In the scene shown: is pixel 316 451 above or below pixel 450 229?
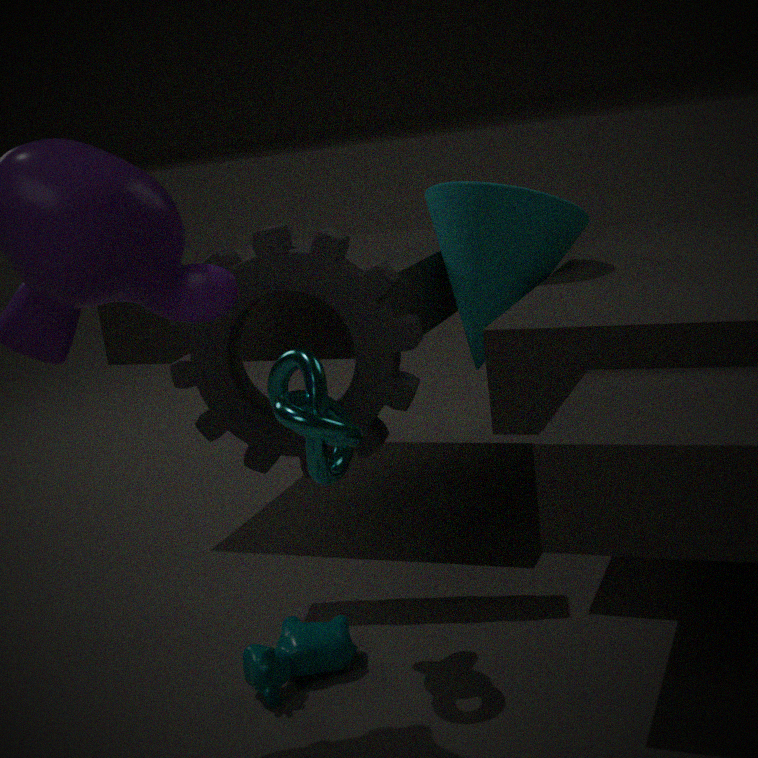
below
